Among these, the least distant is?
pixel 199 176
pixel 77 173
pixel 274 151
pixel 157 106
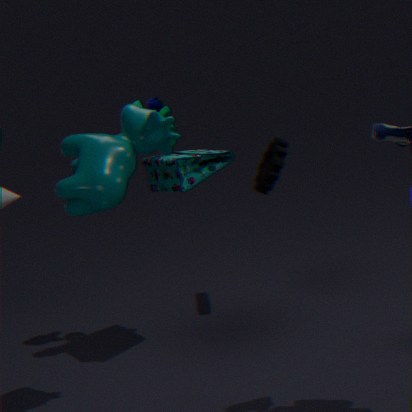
pixel 77 173
